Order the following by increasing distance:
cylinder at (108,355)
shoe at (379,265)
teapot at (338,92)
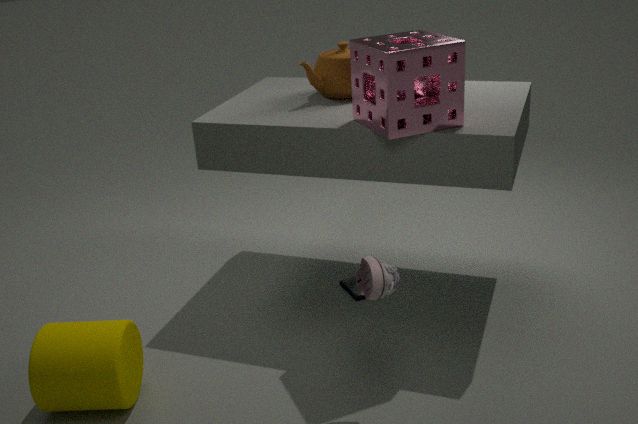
shoe at (379,265), cylinder at (108,355), teapot at (338,92)
